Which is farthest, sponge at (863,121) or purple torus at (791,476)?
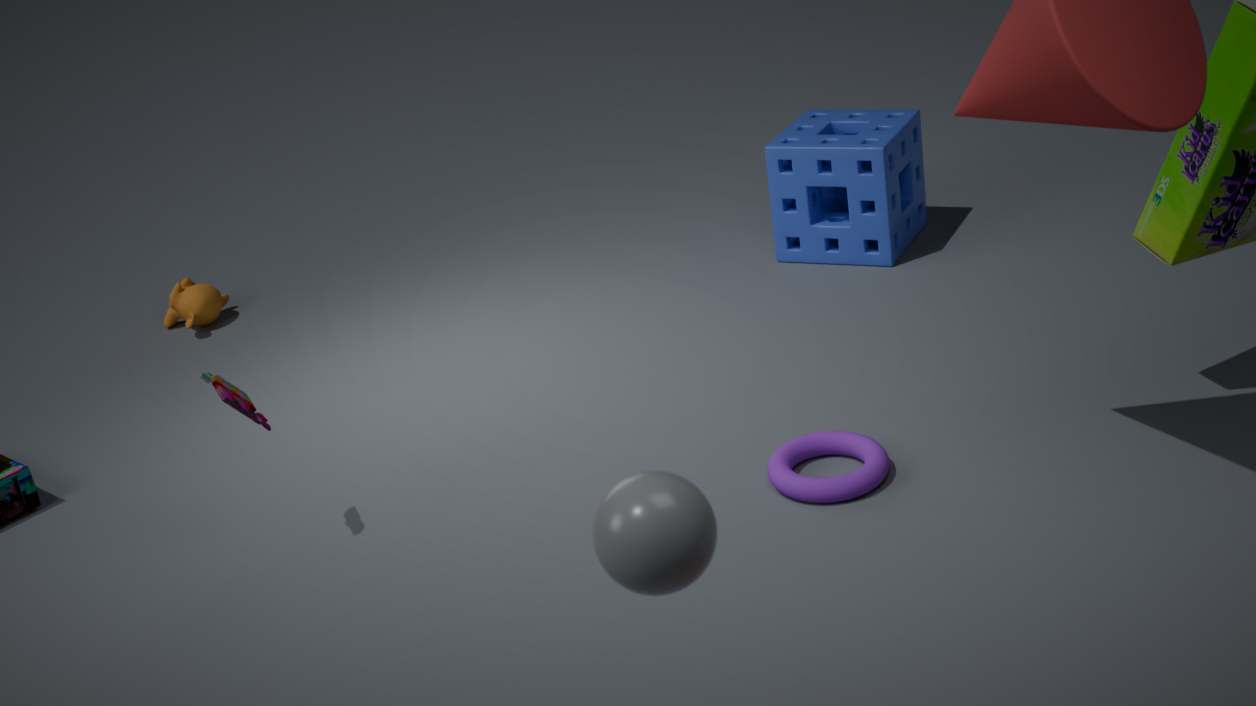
sponge at (863,121)
